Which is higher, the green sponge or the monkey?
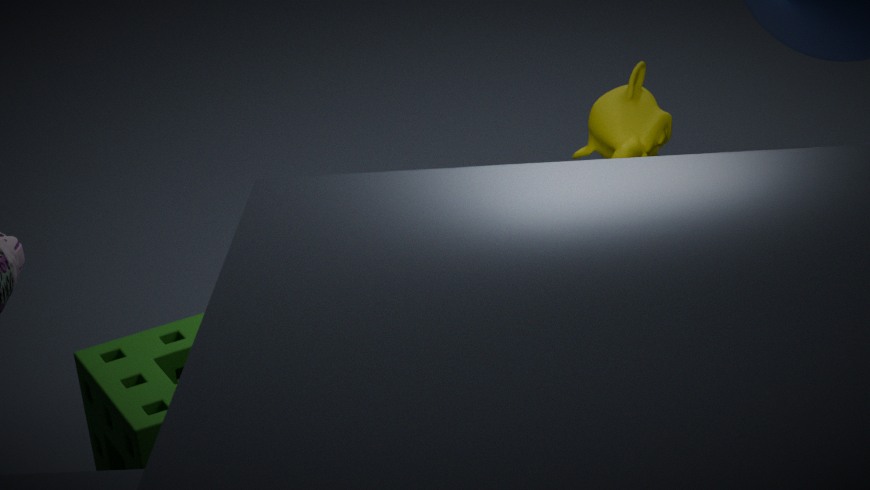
the monkey
